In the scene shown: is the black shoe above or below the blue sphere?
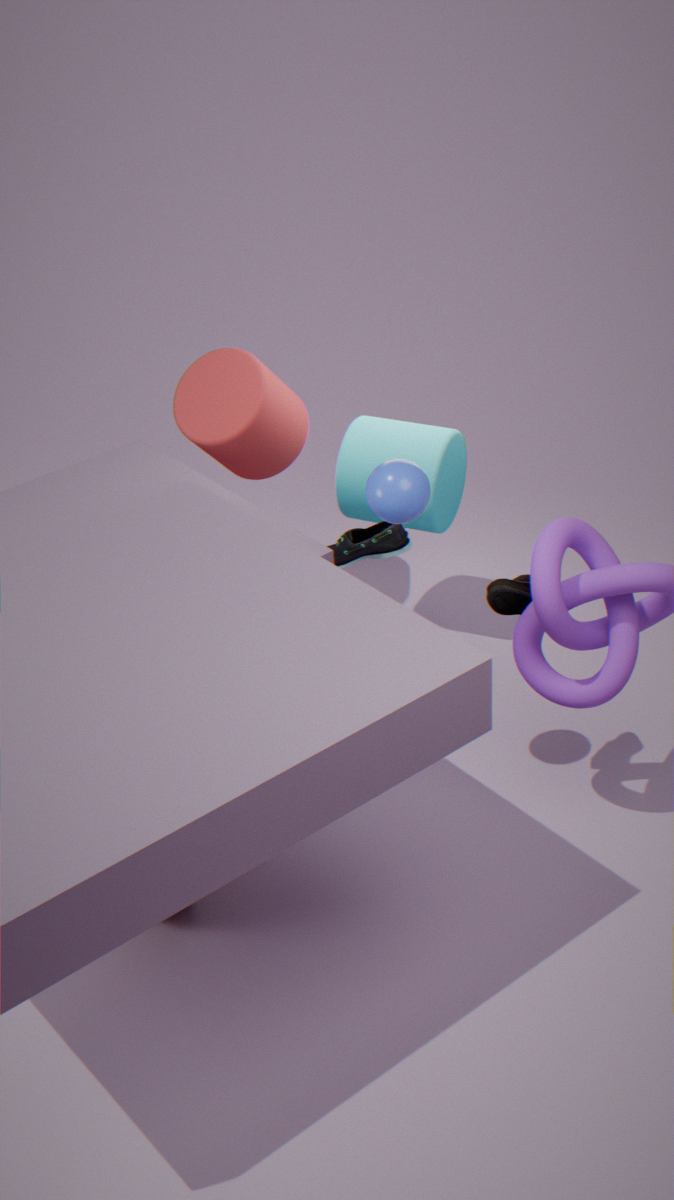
below
